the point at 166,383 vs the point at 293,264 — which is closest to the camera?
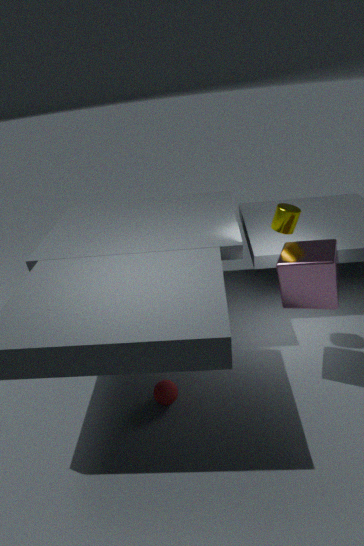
the point at 293,264
